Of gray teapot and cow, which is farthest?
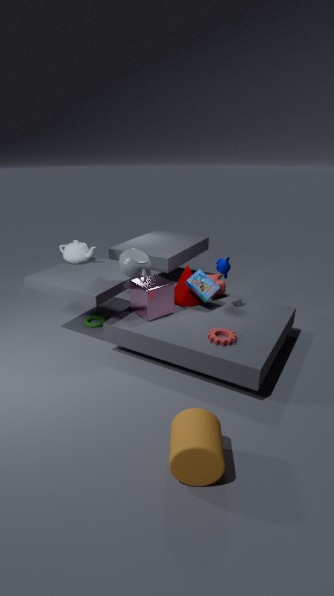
cow
